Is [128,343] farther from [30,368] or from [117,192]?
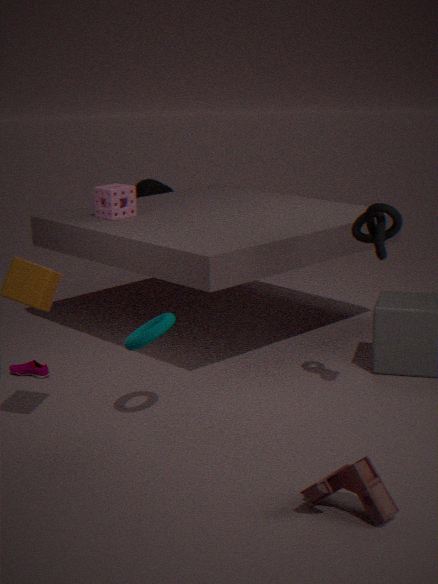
[117,192]
